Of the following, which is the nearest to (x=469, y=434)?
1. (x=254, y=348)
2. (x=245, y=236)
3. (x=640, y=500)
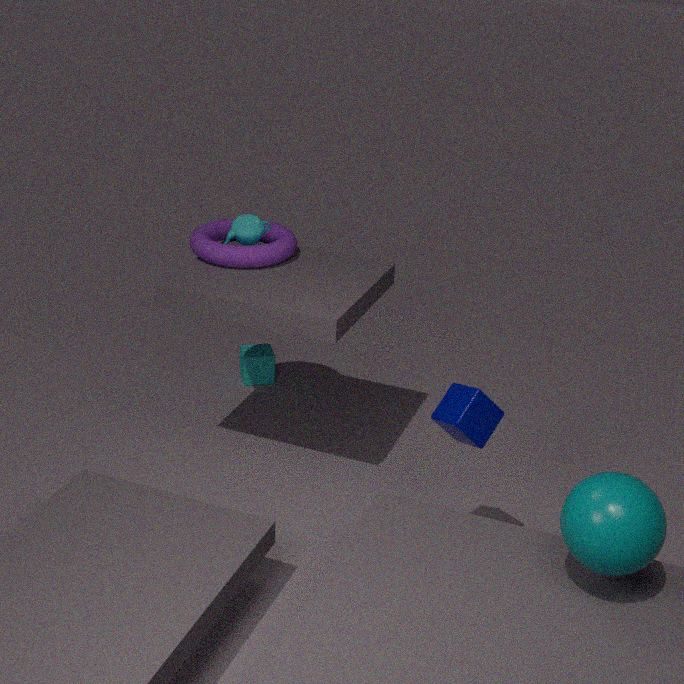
(x=640, y=500)
